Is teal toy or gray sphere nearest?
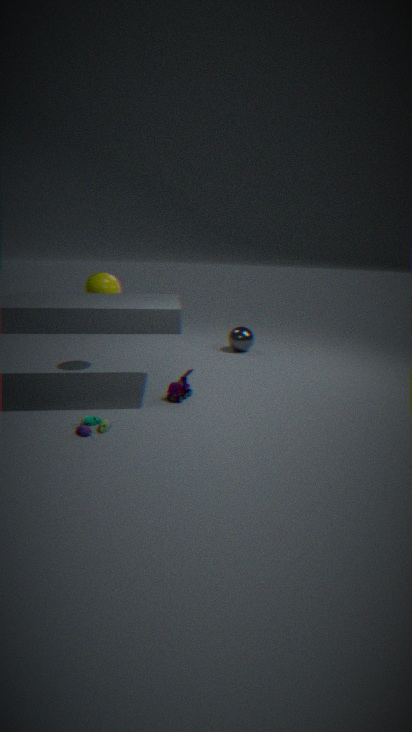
teal toy
